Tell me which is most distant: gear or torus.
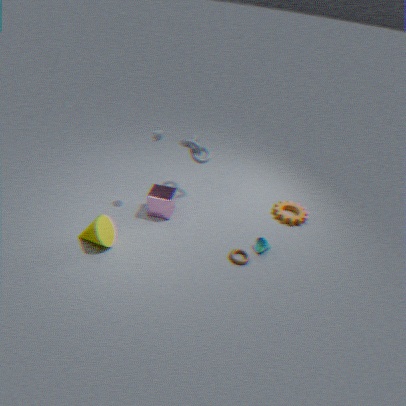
gear
